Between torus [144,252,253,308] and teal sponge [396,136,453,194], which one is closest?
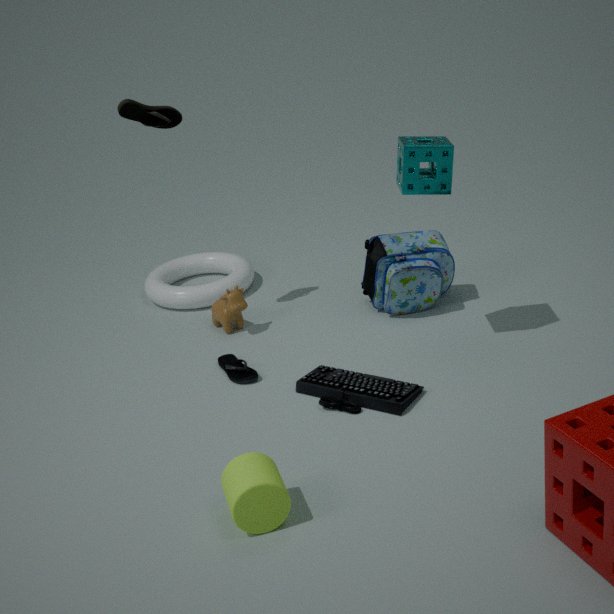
teal sponge [396,136,453,194]
